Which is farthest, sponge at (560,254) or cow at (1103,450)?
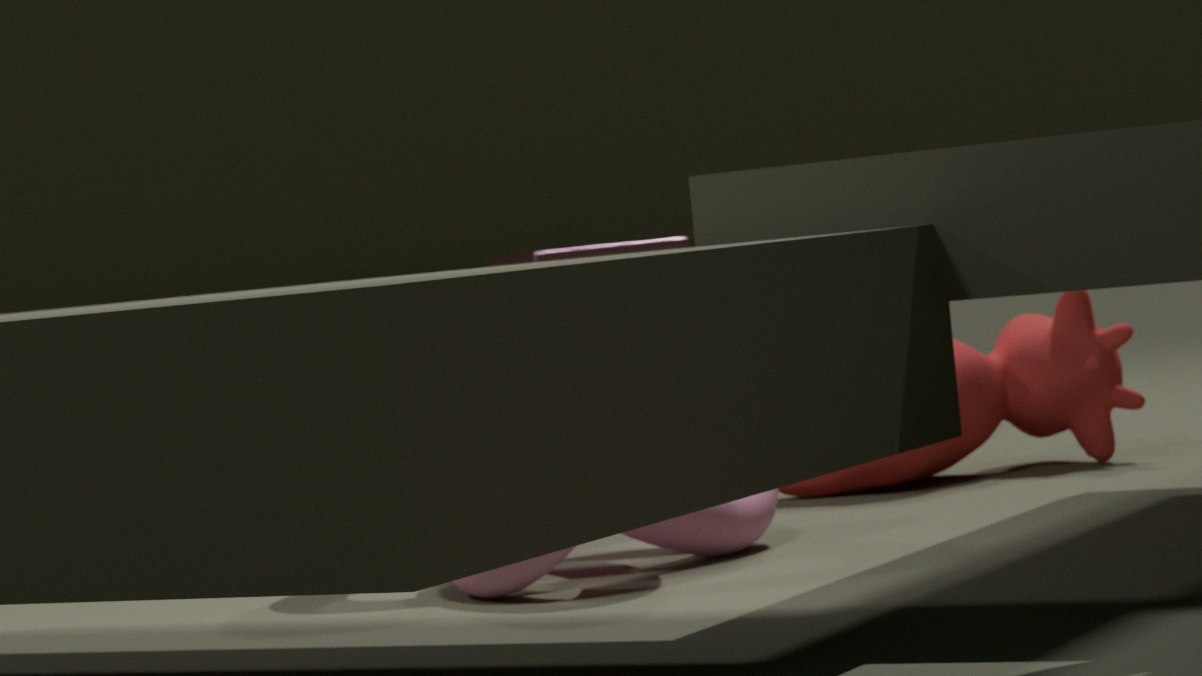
sponge at (560,254)
